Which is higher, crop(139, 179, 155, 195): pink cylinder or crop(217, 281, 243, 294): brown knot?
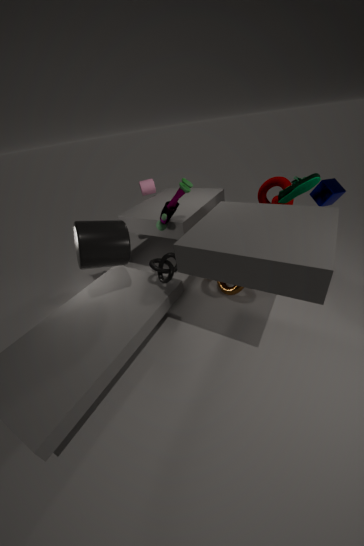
crop(139, 179, 155, 195): pink cylinder
